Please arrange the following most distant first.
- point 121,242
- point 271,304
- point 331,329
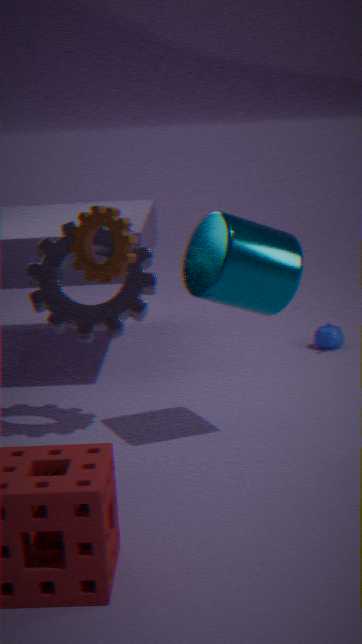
point 331,329 → point 271,304 → point 121,242
